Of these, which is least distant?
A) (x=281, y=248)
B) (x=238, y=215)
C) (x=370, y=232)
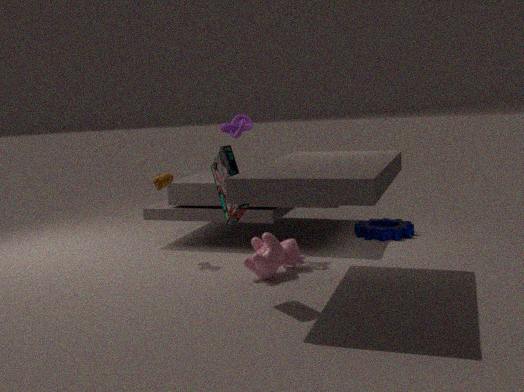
(x=238, y=215)
